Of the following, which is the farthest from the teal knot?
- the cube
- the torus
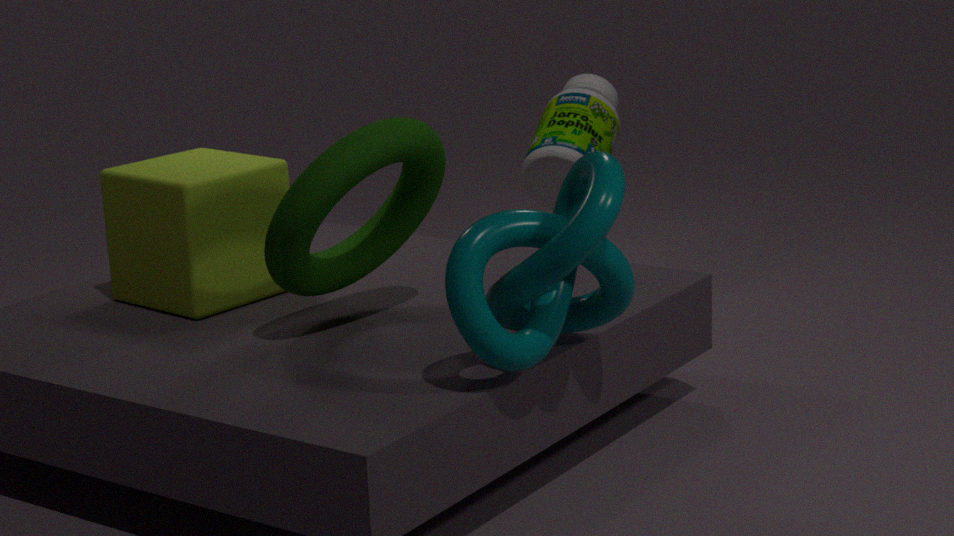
the cube
